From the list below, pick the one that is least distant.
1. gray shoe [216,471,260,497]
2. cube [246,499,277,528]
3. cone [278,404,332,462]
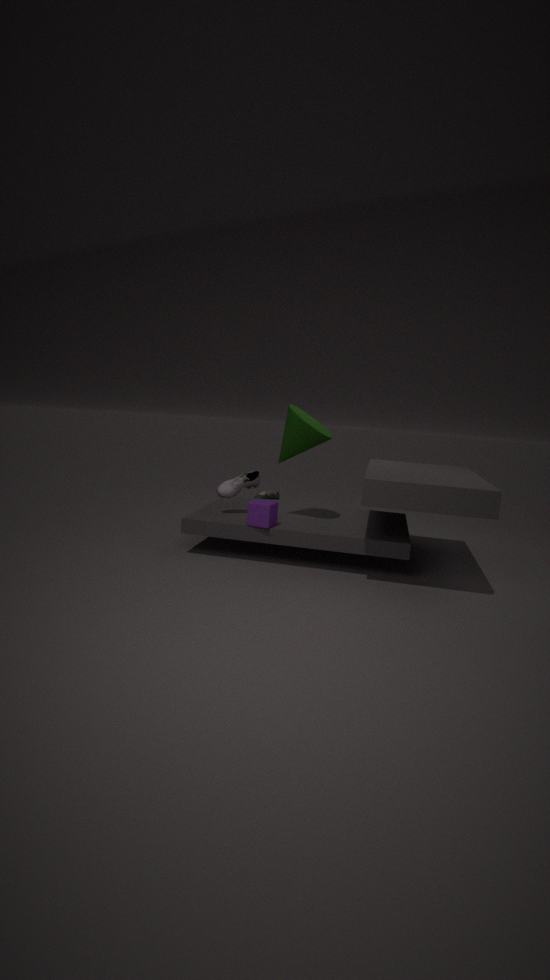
cube [246,499,277,528]
